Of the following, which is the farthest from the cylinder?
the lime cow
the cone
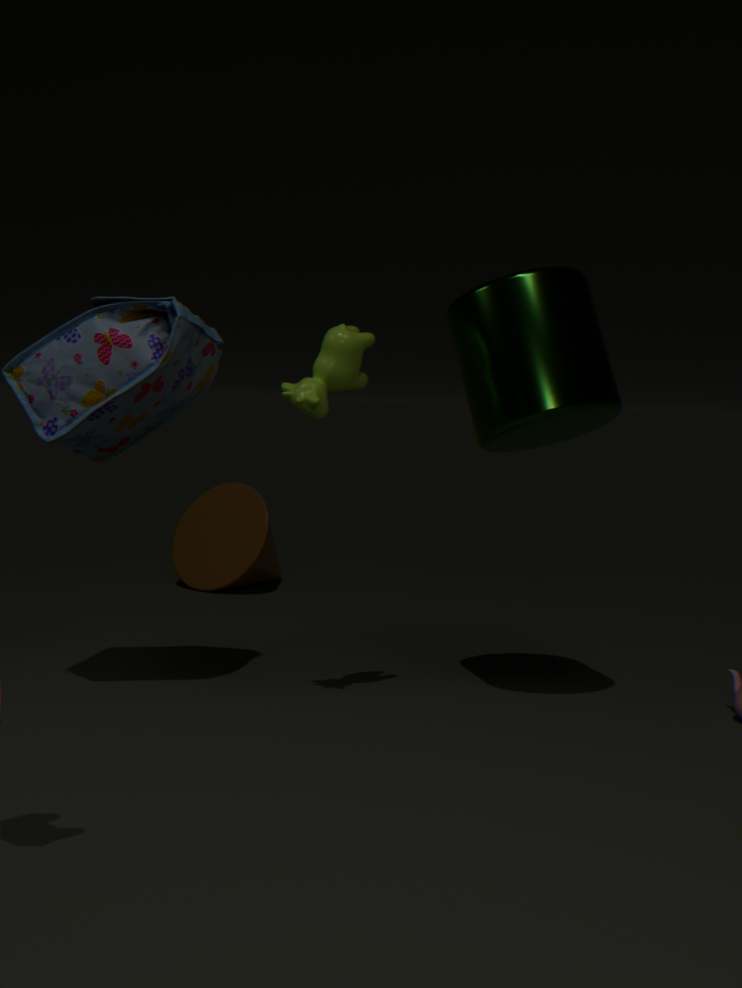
the cone
